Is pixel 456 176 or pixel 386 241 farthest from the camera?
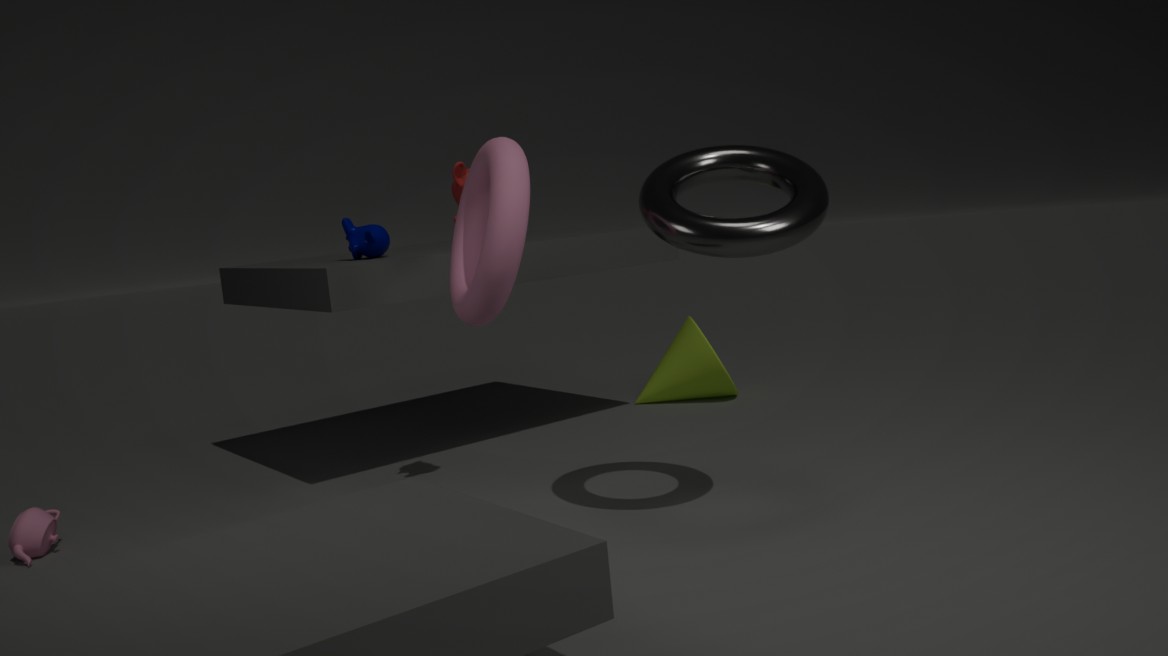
pixel 386 241
